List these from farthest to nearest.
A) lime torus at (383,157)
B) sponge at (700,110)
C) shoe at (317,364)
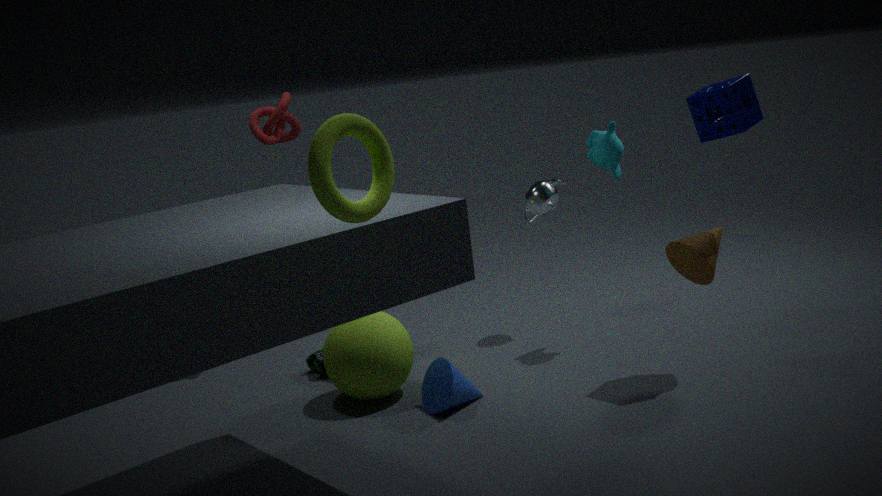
shoe at (317,364) < sponge at (700,110) < lime torus at (383,157)
